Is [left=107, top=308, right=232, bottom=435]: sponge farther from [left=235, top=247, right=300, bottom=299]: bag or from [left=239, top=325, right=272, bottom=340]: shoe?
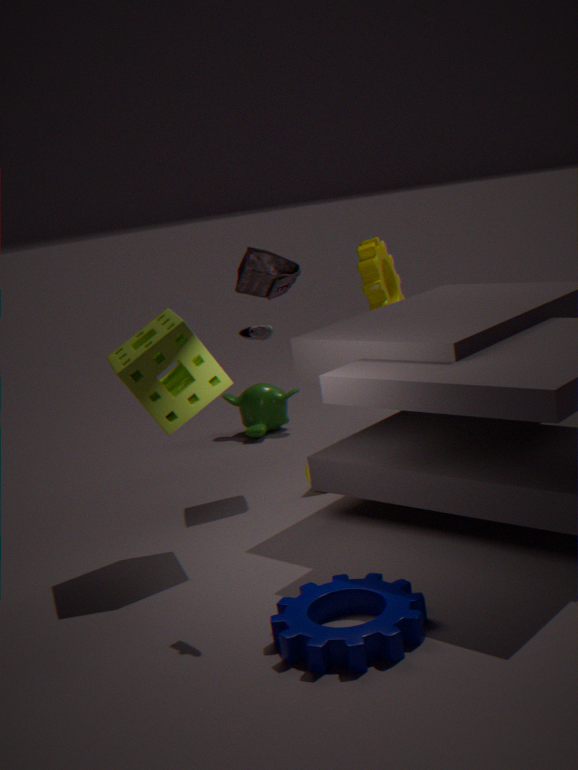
[left=235, top=247, right=300, bottom=299]: bag
